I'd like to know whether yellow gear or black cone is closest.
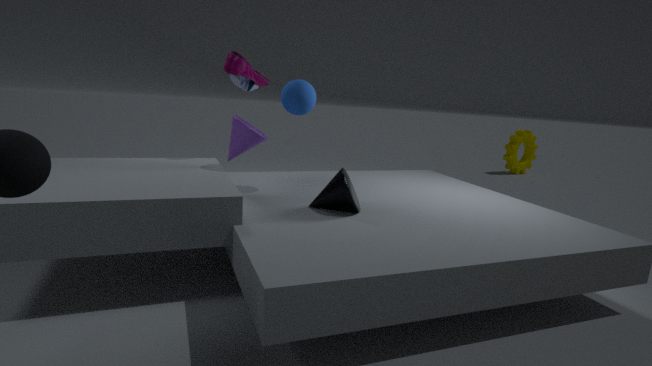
black cone
